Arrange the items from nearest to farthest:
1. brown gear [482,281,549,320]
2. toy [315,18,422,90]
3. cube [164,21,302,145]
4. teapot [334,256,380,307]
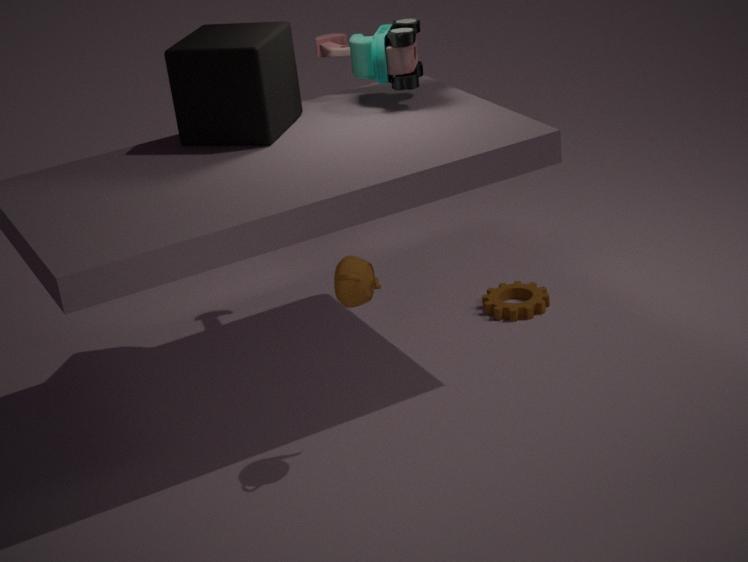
teapot [334,256,380,307] → cube [164,21,302,145] → toy [315,18,422,90] → brown gear [482,281,549,320]
